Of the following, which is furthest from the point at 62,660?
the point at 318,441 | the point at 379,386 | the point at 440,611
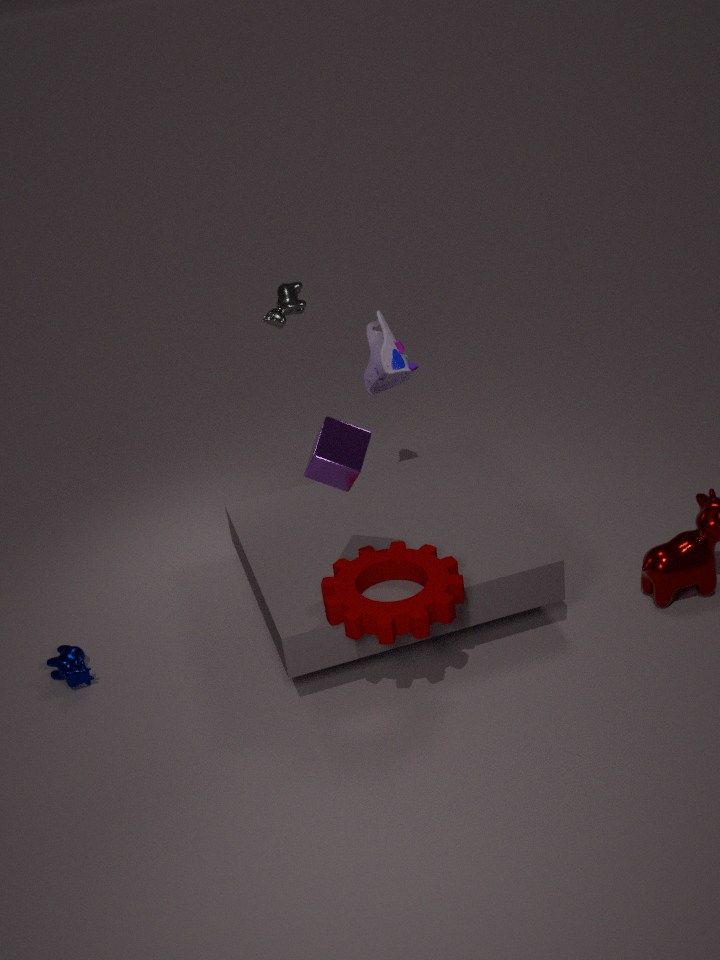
the point at 379,386
